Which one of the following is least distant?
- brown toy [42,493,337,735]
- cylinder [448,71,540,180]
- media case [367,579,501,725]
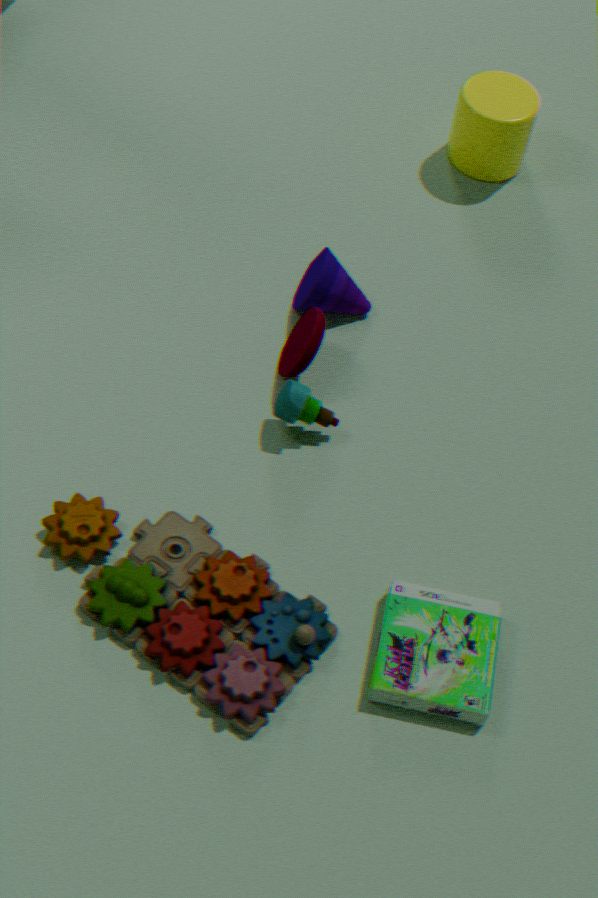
brown toy [42,493,337,735]
